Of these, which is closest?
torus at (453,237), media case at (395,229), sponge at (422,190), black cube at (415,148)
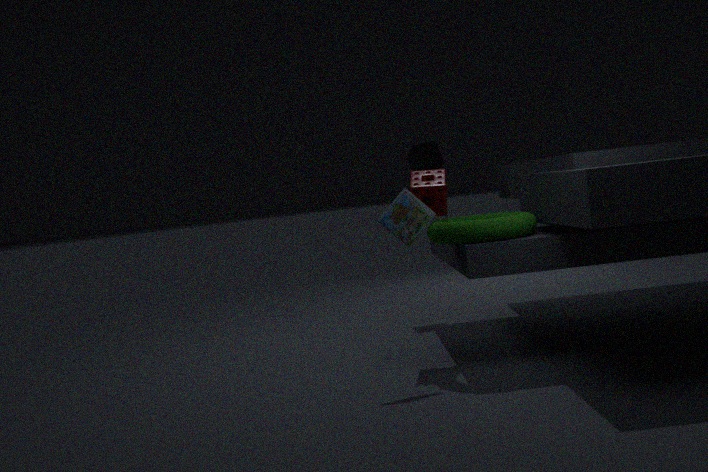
torus at (453,237)
